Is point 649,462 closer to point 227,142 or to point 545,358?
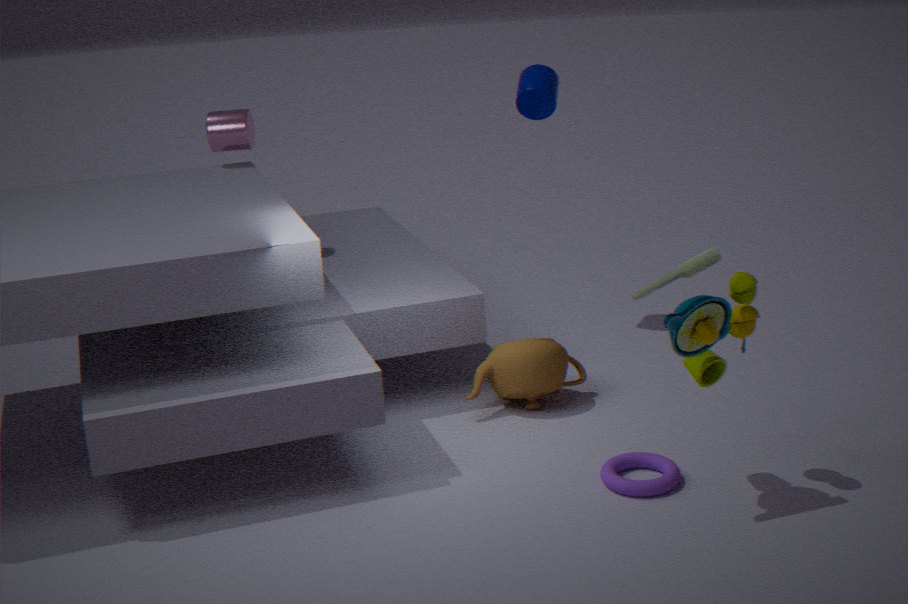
point 545,358
